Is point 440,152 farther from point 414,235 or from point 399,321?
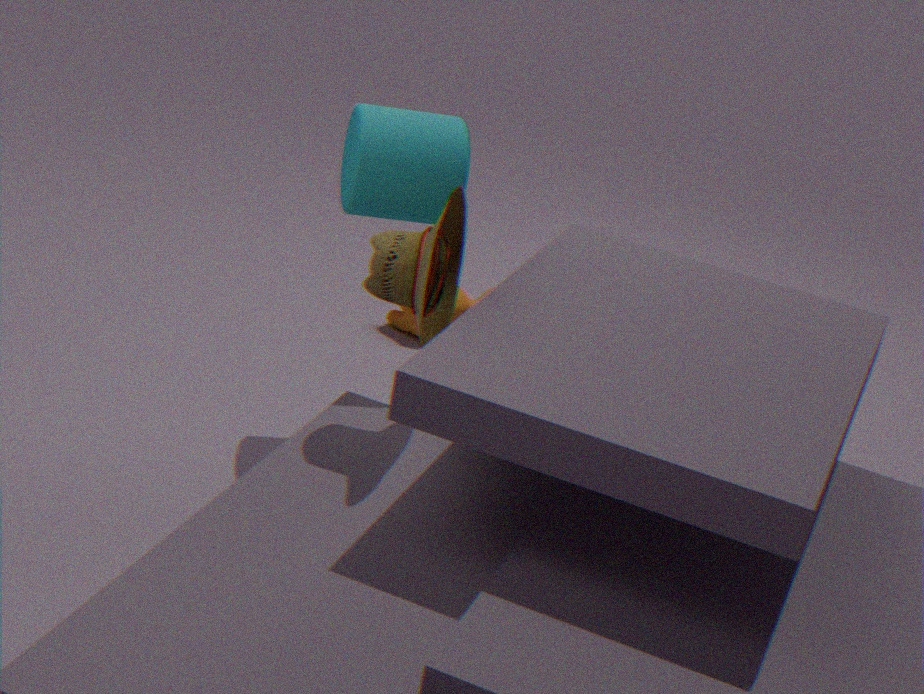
point 399,321
